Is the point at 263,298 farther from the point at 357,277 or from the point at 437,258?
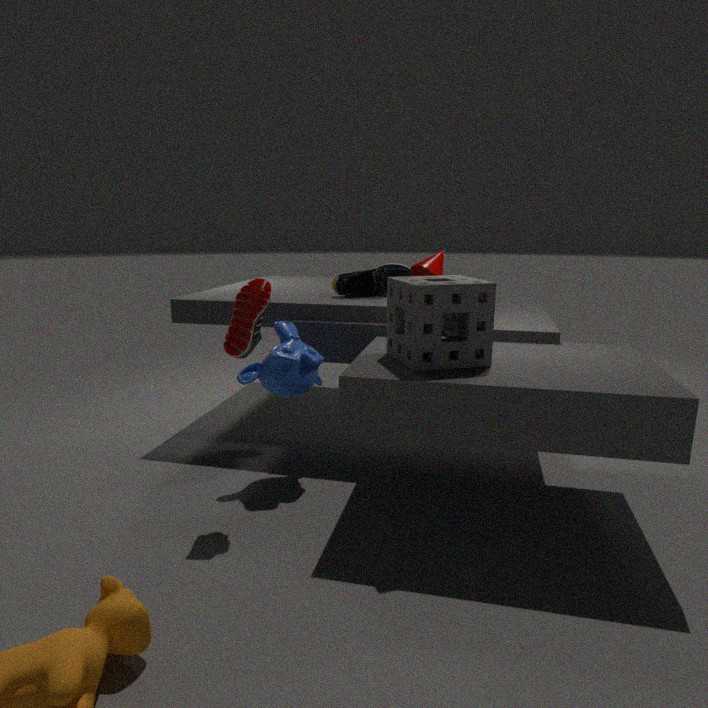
the point at 437,258
